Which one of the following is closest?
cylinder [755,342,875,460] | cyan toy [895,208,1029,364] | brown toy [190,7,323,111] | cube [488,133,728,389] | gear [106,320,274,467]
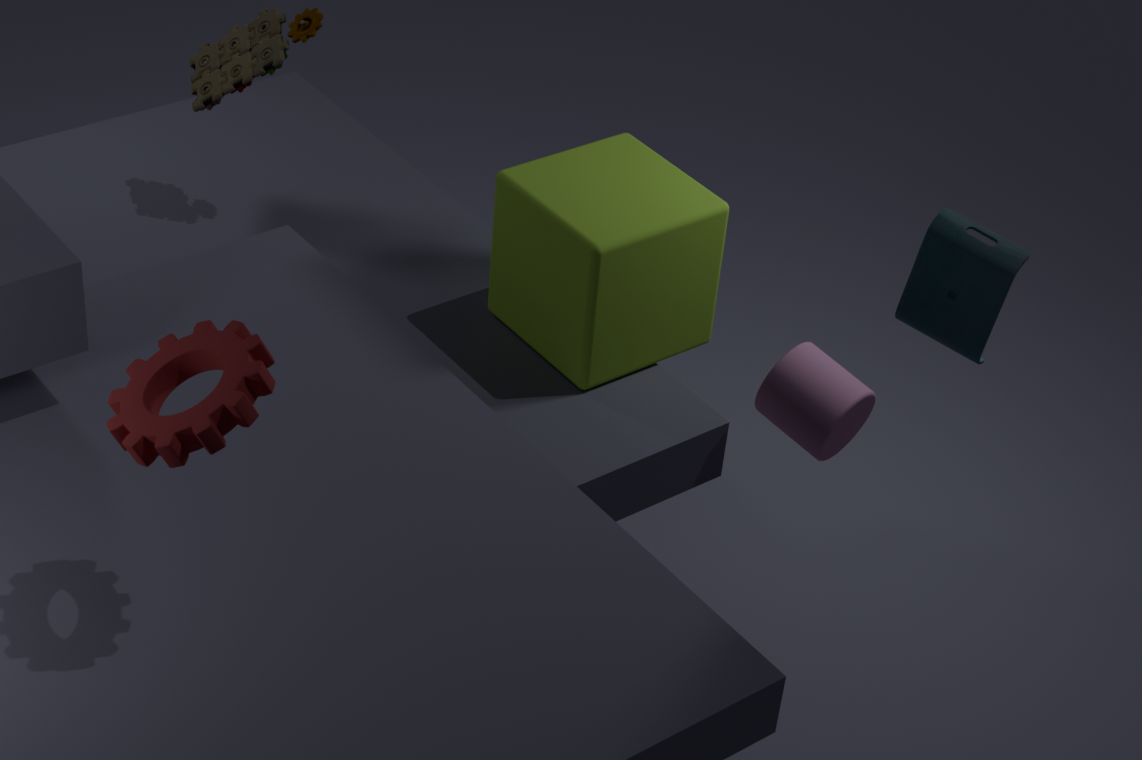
gear [106,320,274,467]
